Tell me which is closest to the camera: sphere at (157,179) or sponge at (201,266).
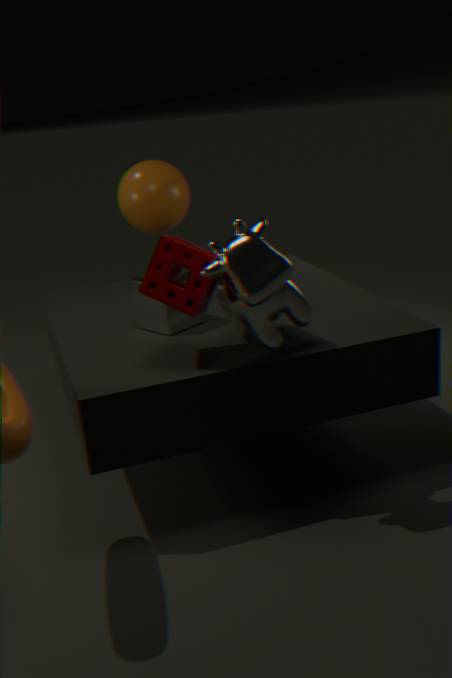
sponge at (201,266)
